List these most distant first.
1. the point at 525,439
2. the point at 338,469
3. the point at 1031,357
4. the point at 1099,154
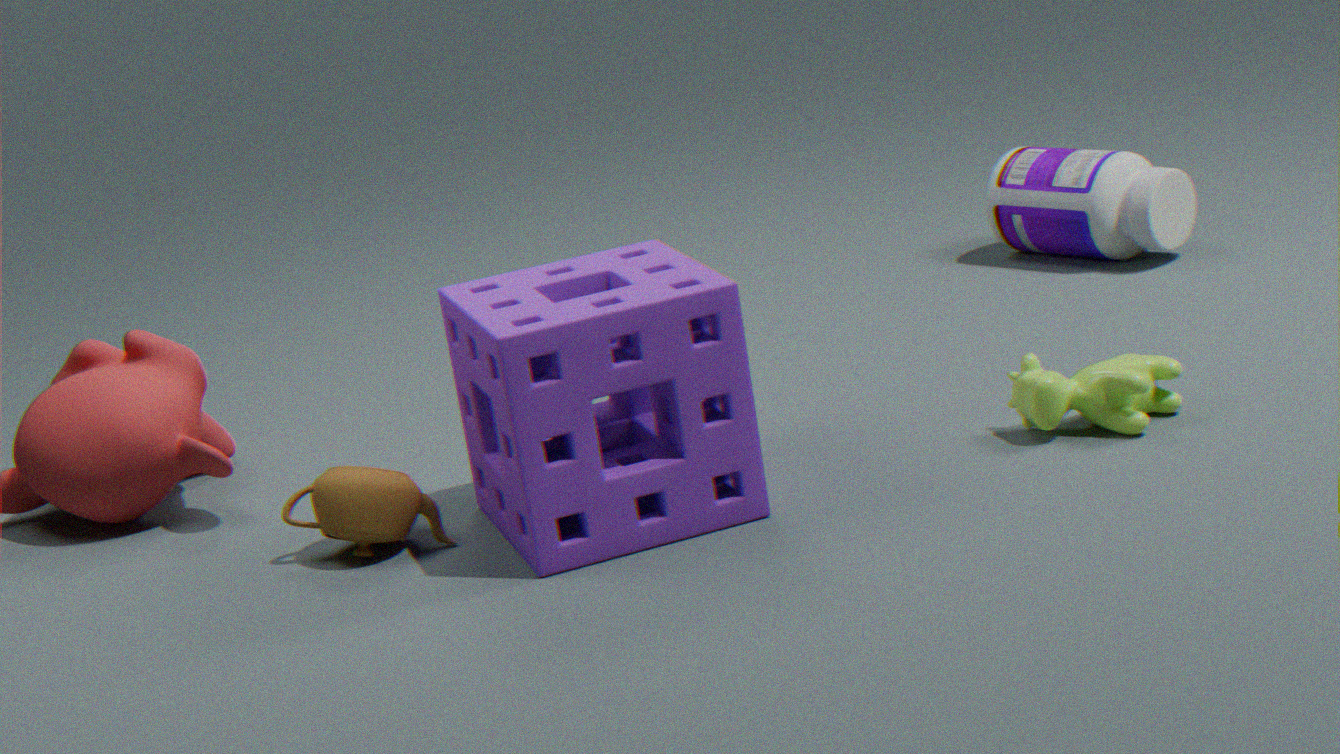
the point at 1099,154
the point at 1031,357
the point at 338,469
the point at 525,439
